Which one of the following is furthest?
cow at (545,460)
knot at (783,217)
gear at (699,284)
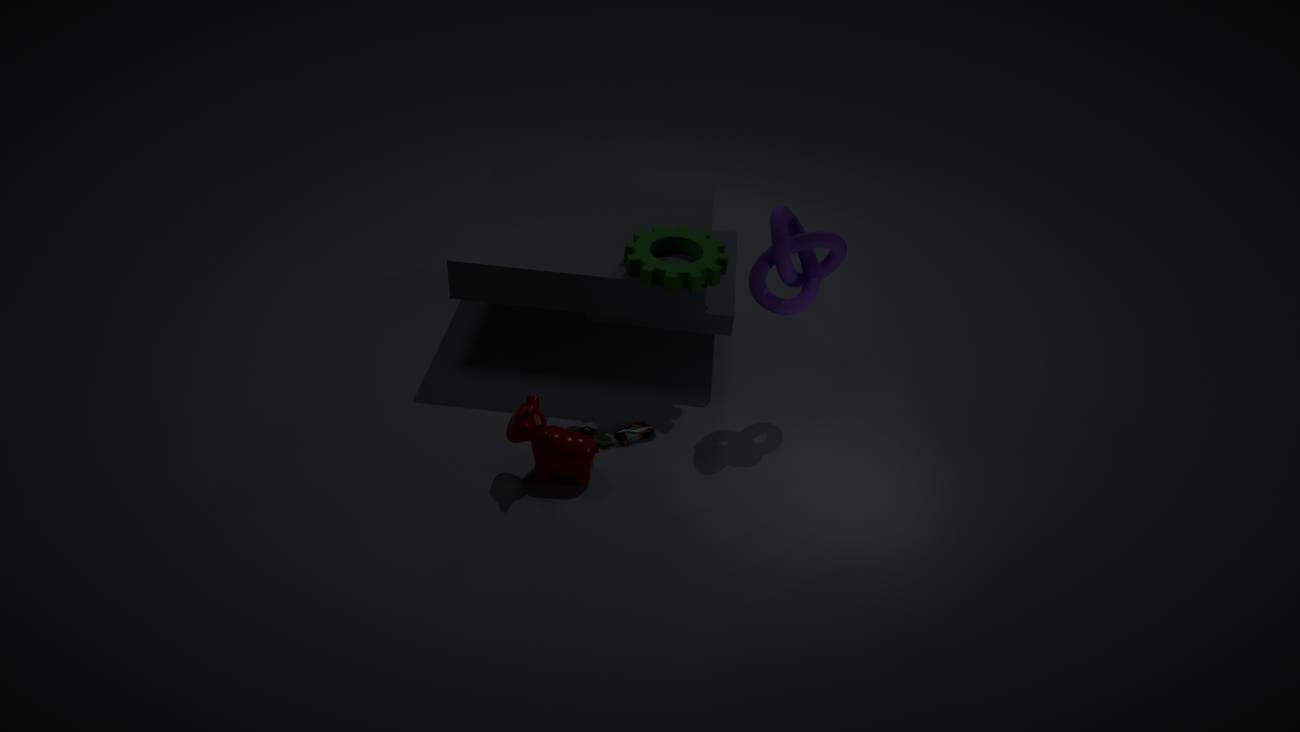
gear at (699,284)
